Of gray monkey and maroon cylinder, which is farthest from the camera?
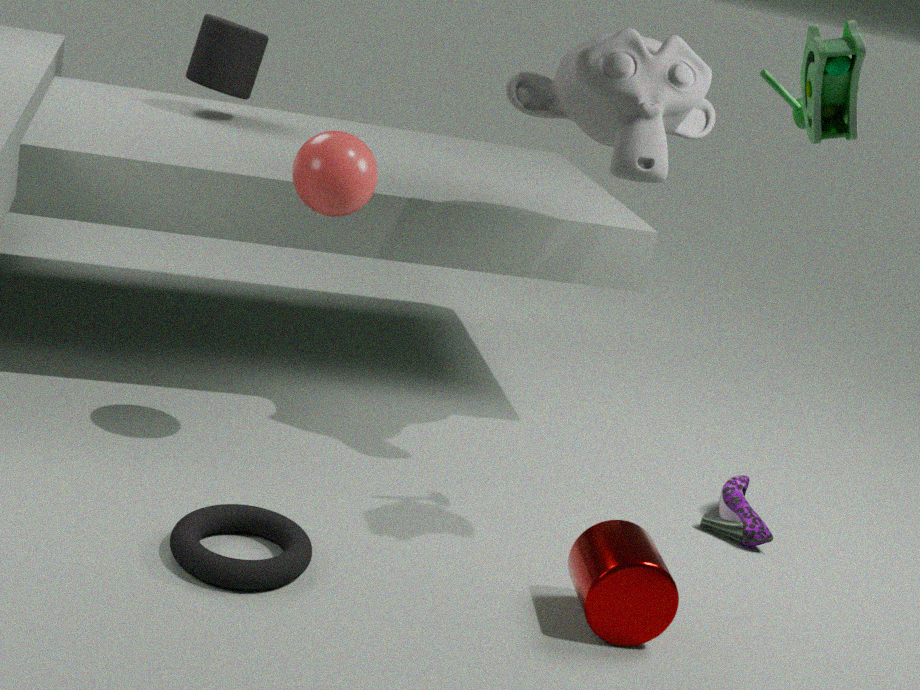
gray monkey
